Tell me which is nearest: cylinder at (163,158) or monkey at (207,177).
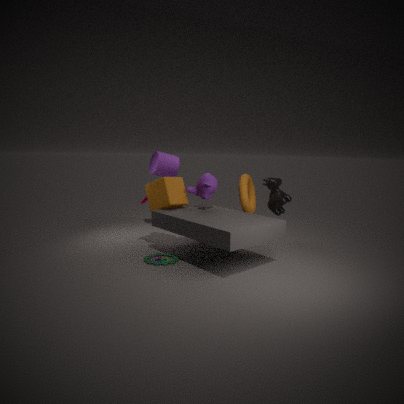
monkey at (207,177)
